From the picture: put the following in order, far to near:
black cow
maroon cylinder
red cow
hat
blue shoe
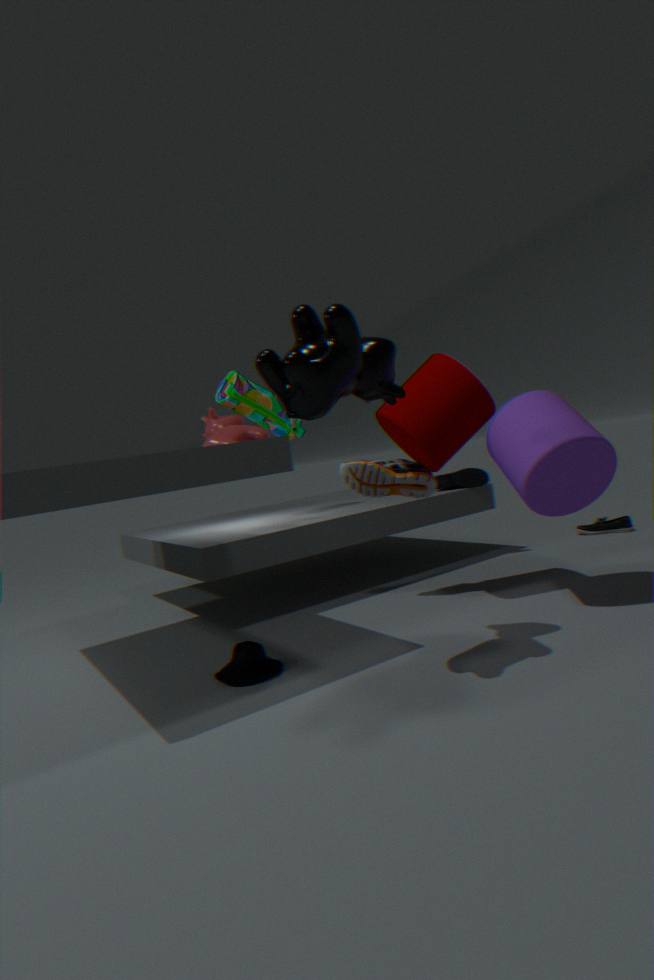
blue shoe → red cow → maroon cylinder → hat → black cow
